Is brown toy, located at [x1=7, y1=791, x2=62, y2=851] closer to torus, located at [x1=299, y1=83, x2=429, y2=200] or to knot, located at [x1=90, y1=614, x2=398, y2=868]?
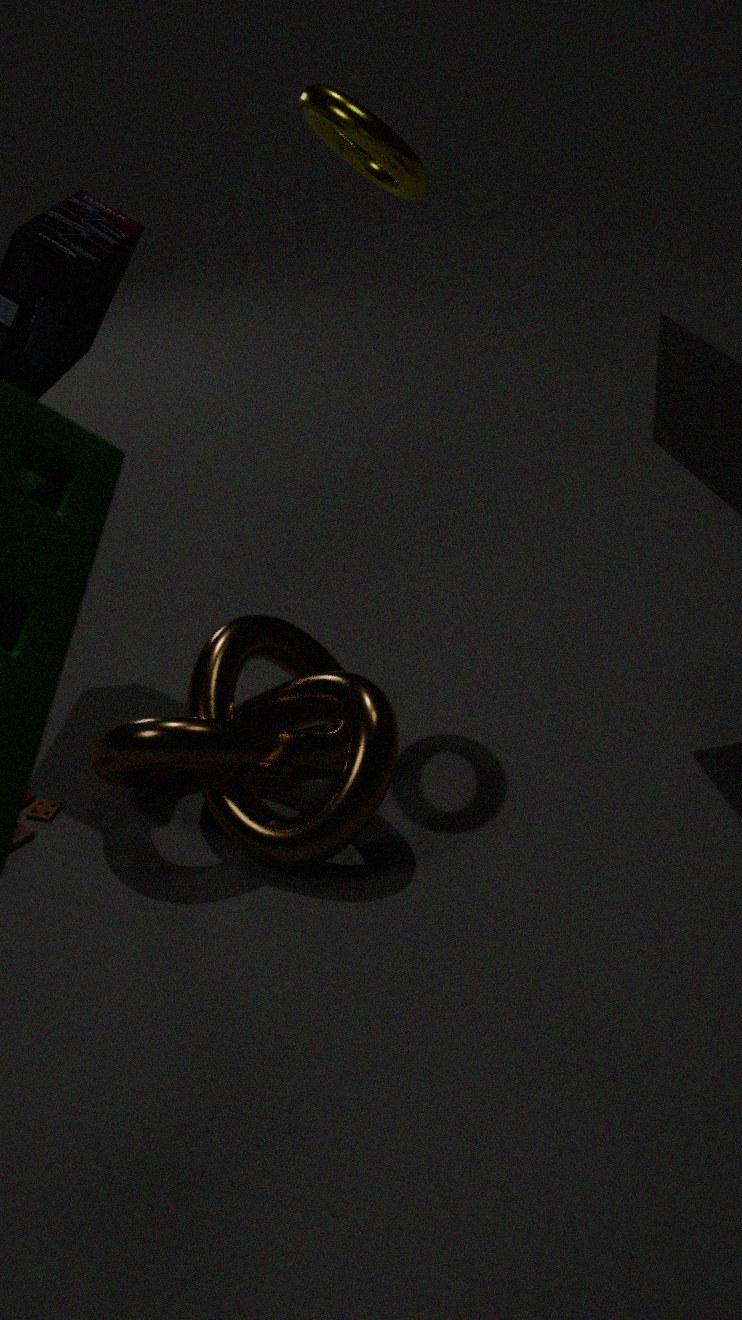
knot, located at [x1=90, y1=614, x2=398, y2=868]
